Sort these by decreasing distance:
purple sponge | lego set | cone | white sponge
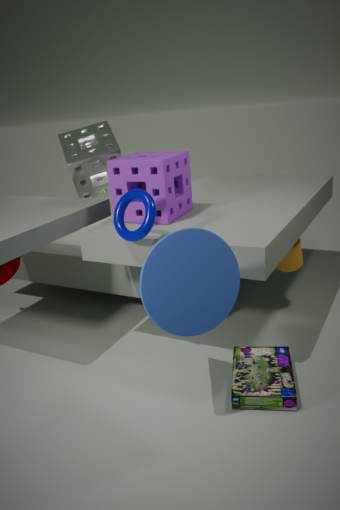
white sponge → purple sponge → lego set → cone
